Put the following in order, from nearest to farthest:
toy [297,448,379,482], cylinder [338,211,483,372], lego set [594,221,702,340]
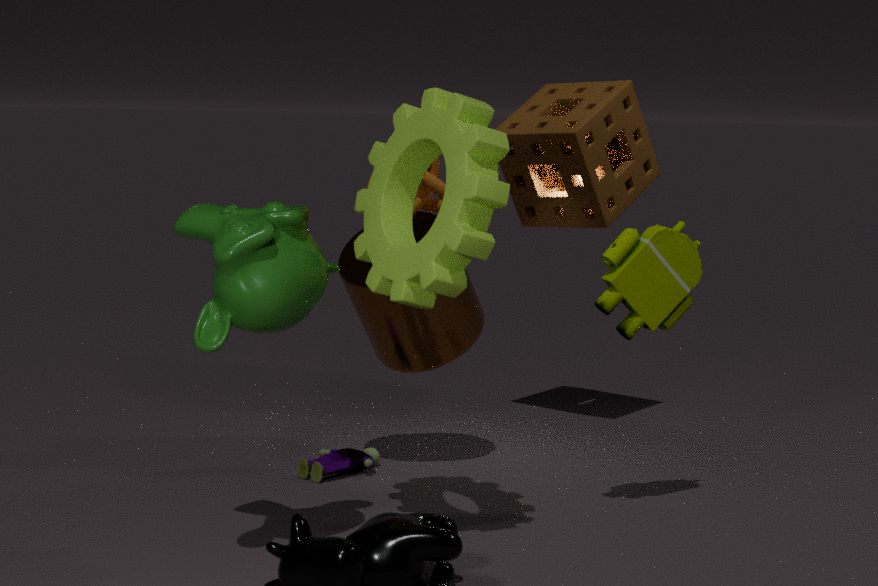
lego set [594,221,702,340], cylinder [338,211,483,372], toy [297,448,379,482]
